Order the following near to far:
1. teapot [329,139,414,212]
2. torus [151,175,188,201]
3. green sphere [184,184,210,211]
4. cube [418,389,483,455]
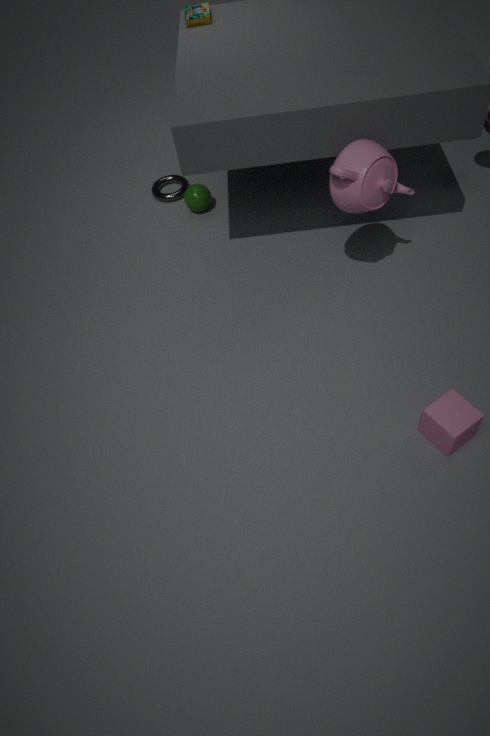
cube [418,389,483,455] < teapot [329,139,414,212] < green sphere [184,184,210,211] < torus [151,175,188,201]
